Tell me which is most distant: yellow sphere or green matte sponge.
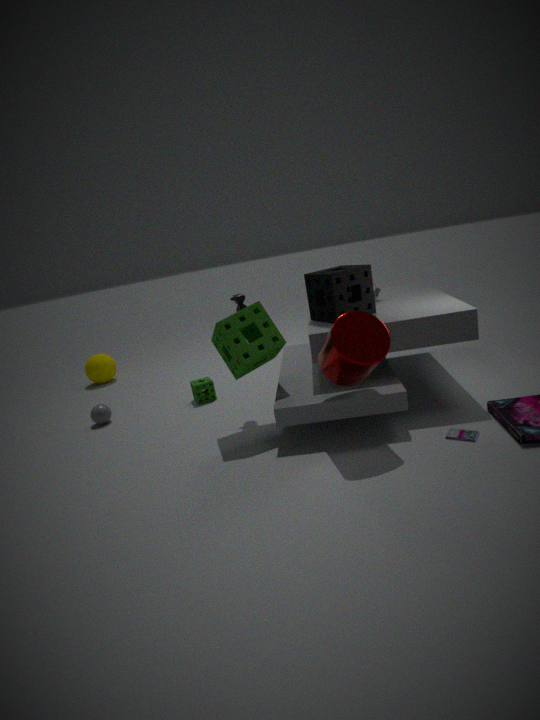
yellow sphere
